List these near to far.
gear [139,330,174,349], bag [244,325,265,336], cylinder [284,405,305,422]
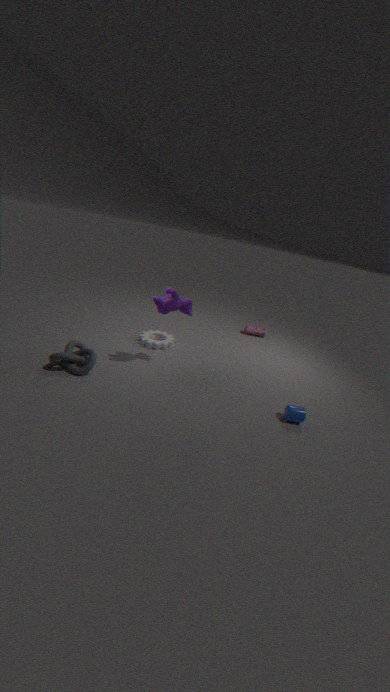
cylinder [284,405,305,422], gear [139,330,174,349], bag [244,325,265,336]
